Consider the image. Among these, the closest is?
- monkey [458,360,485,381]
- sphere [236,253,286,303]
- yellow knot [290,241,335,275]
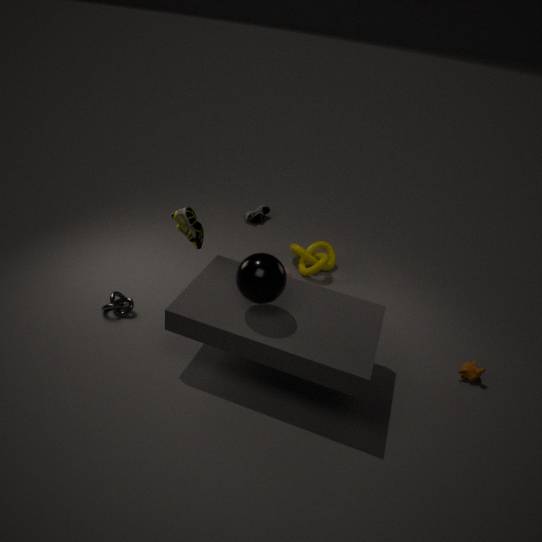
sphere [236,253,286,303]
